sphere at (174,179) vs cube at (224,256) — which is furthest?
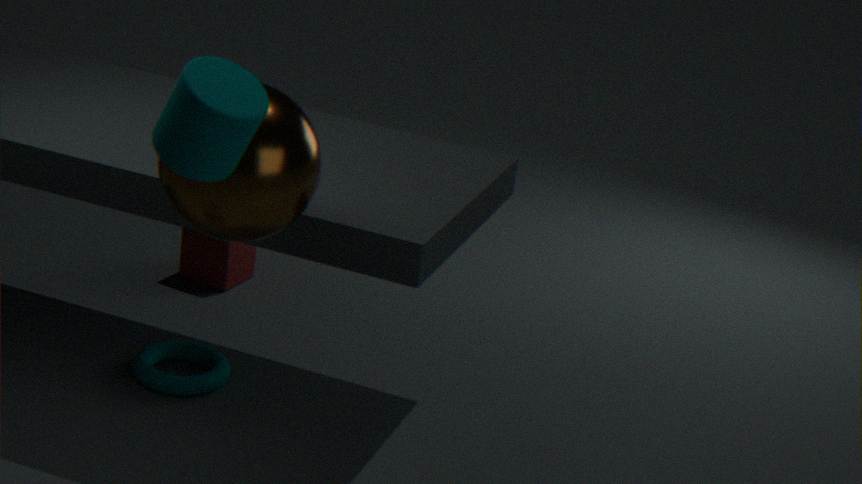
cube at (224,256)
